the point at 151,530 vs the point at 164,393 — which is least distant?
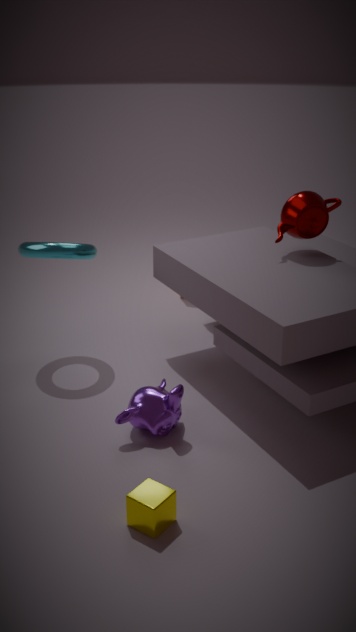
the point at 151,530
